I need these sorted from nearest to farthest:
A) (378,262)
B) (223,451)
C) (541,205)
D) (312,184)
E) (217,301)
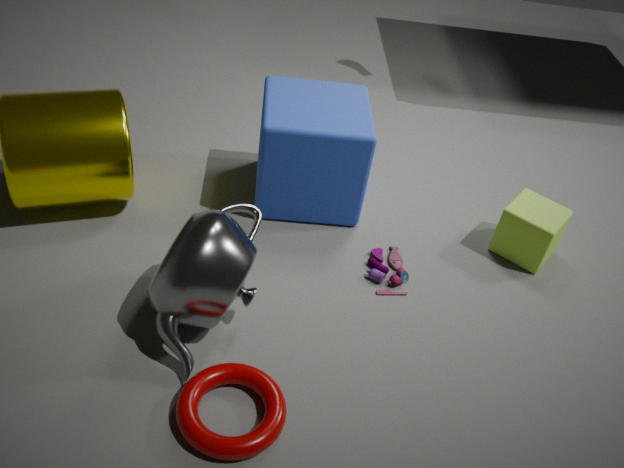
(223,451)
(217,301)
(378,262)
(312,184)
(541,205)
